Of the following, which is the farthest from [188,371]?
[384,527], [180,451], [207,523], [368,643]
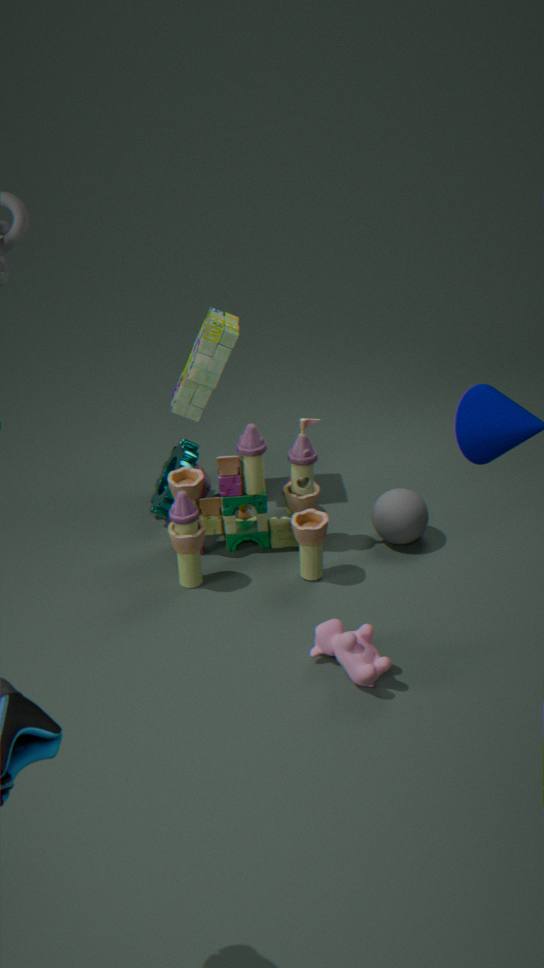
[368,643]
